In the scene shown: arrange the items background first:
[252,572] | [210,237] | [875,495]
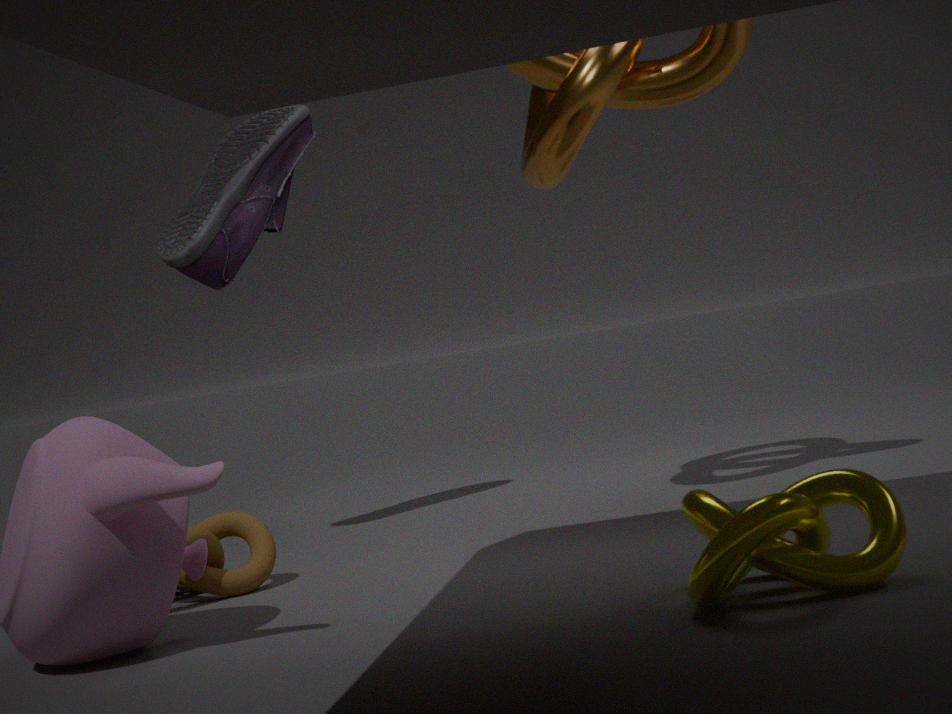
[210,237] < [252,572] < [875,495]
